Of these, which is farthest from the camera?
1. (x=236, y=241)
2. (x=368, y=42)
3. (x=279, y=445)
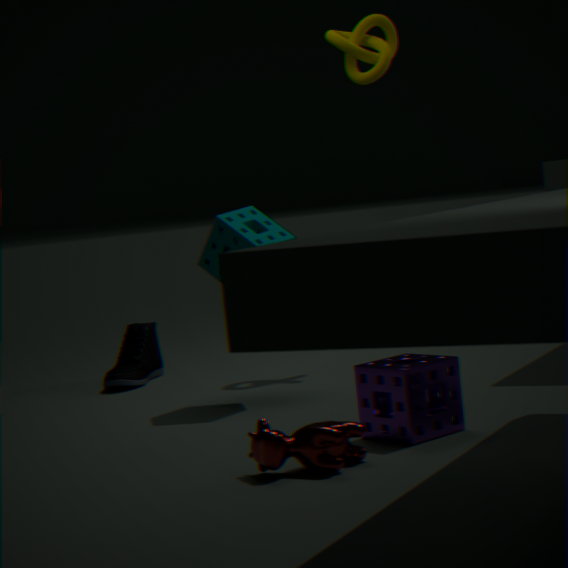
(x=368, y=42)
